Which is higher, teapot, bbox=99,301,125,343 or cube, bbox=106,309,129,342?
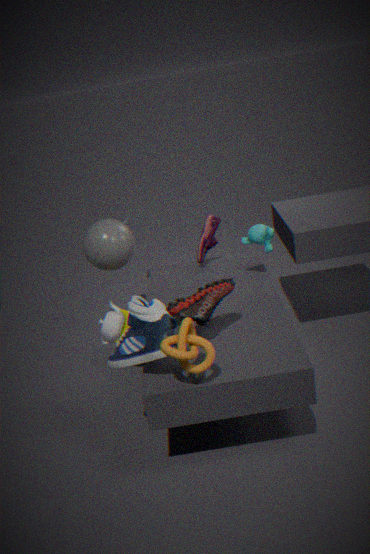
teapot, bbox=99,301,125,343
